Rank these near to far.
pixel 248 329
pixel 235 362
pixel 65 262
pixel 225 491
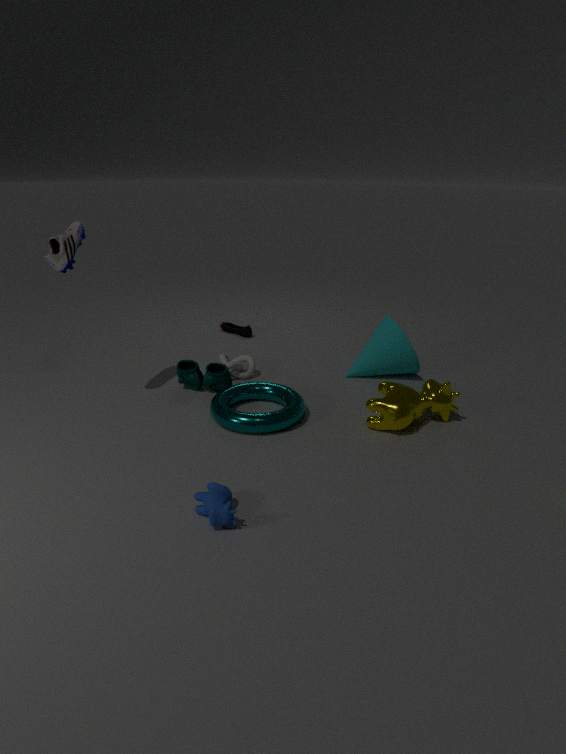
pixel 225 491 → pixel 65 262 → pixel 235 362 → pixel 248 329
